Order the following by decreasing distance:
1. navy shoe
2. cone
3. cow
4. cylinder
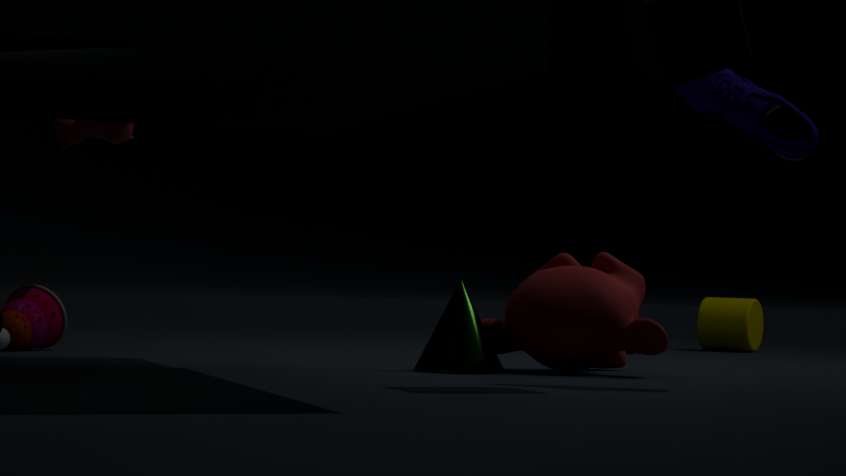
cylinder, cow, cone, navy shoe
